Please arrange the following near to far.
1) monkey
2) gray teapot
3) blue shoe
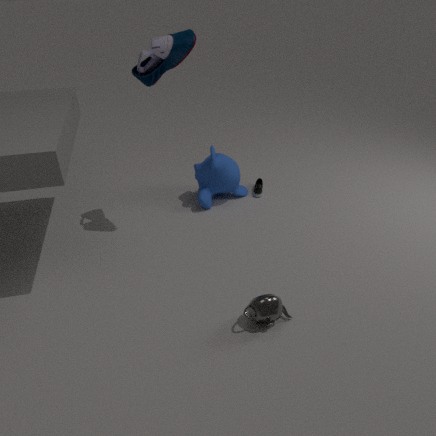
2. gray teapot
3. blue shoe
1. monkey
